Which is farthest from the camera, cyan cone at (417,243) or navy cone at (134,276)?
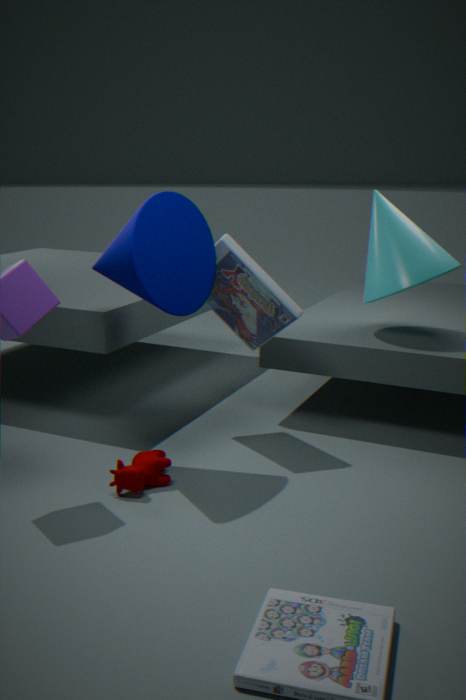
cyan cone at (417,243)
